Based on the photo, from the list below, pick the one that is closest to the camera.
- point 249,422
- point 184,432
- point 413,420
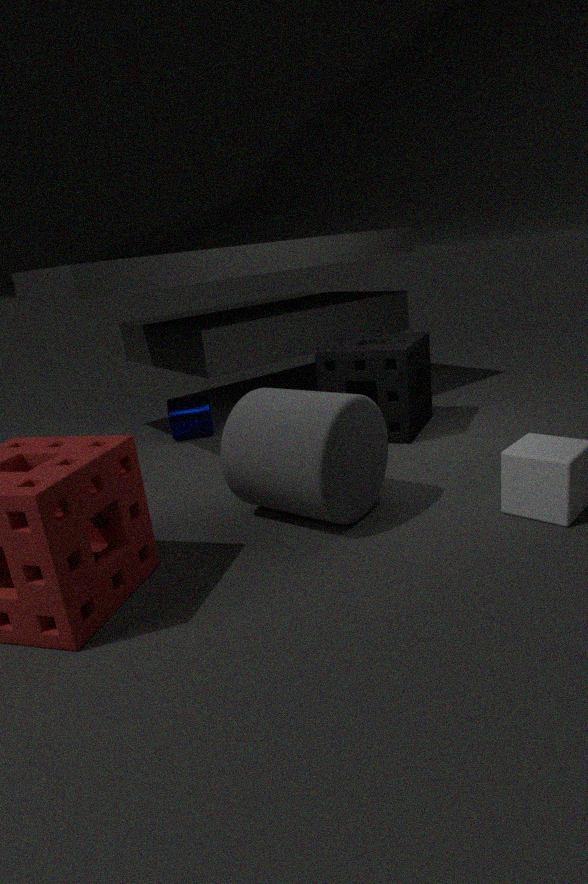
point 249,422
